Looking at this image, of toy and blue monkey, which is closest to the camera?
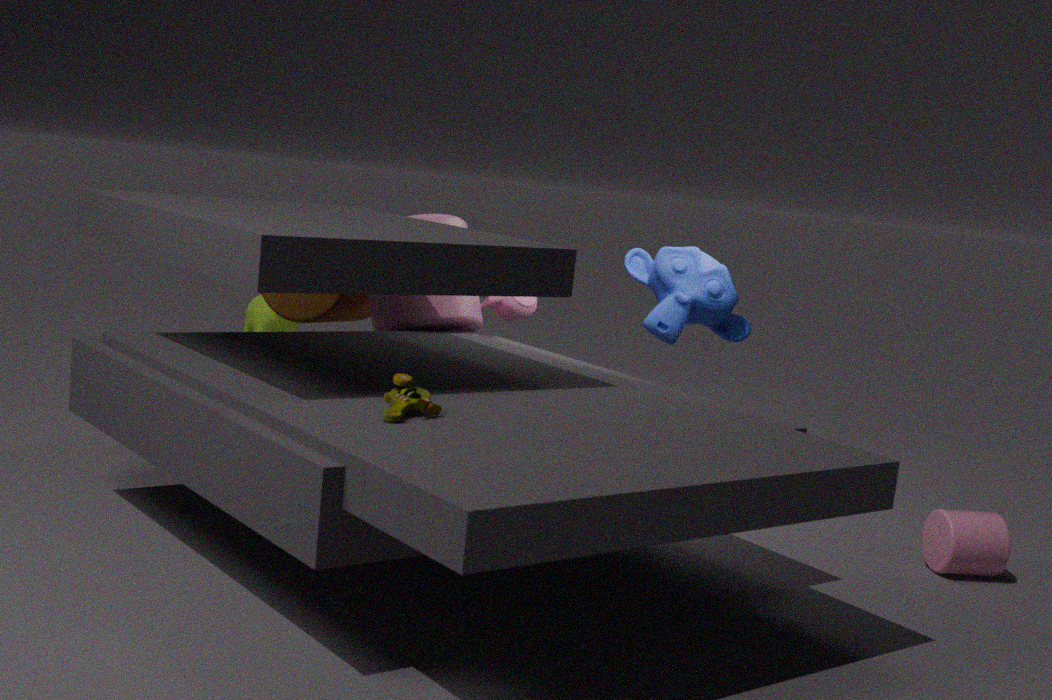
toy
